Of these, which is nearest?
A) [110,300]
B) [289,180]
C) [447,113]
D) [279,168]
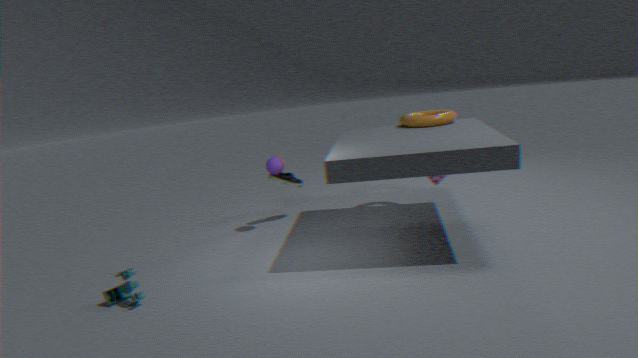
[110,300]
